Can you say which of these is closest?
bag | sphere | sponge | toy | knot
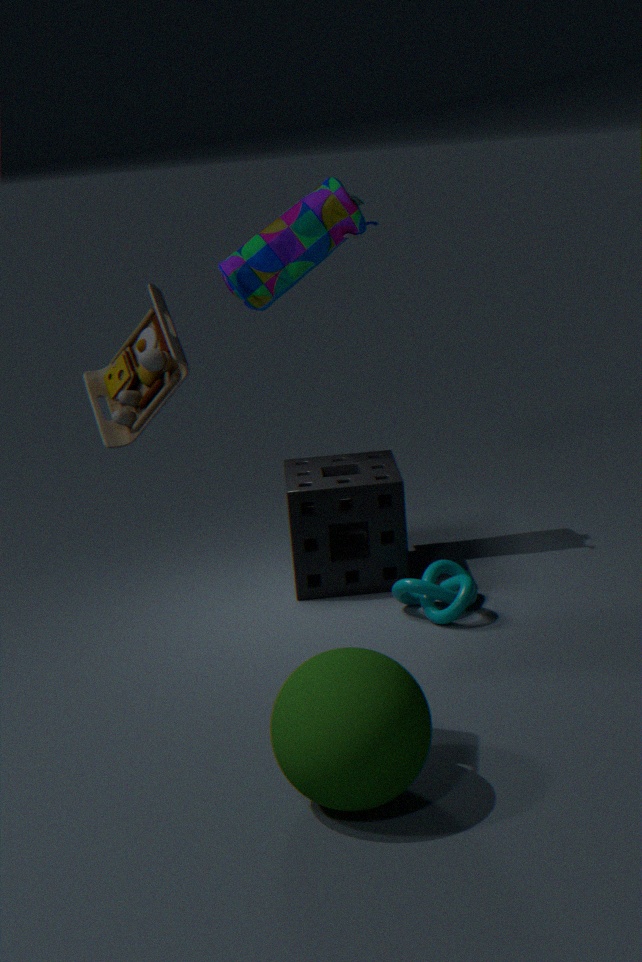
sphere
